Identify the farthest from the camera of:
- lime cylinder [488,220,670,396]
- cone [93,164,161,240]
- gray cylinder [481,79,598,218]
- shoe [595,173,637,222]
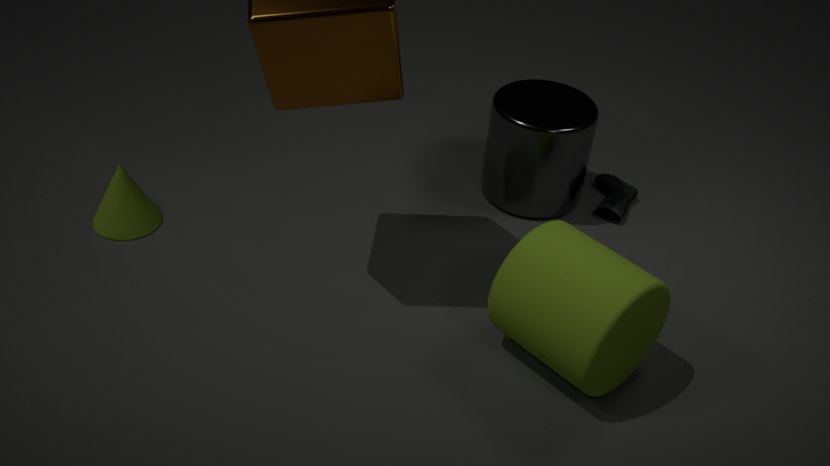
shoe [595,173,637,222]
